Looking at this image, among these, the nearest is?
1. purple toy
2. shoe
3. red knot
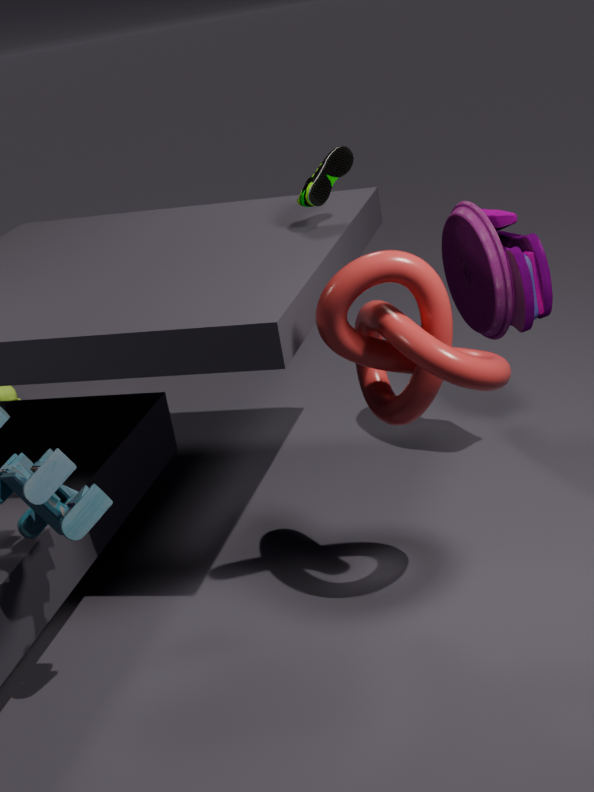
red knot
